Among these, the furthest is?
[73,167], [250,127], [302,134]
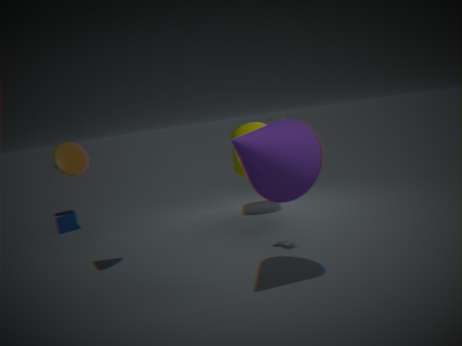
[250,127]
